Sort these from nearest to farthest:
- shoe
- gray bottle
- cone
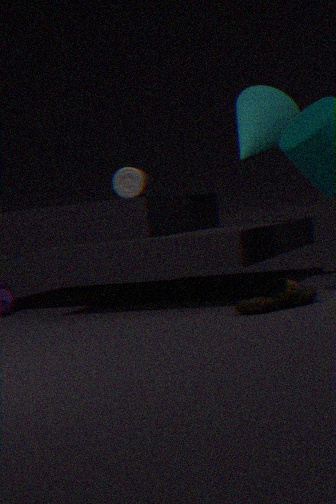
shoe, gray bottle, cone
